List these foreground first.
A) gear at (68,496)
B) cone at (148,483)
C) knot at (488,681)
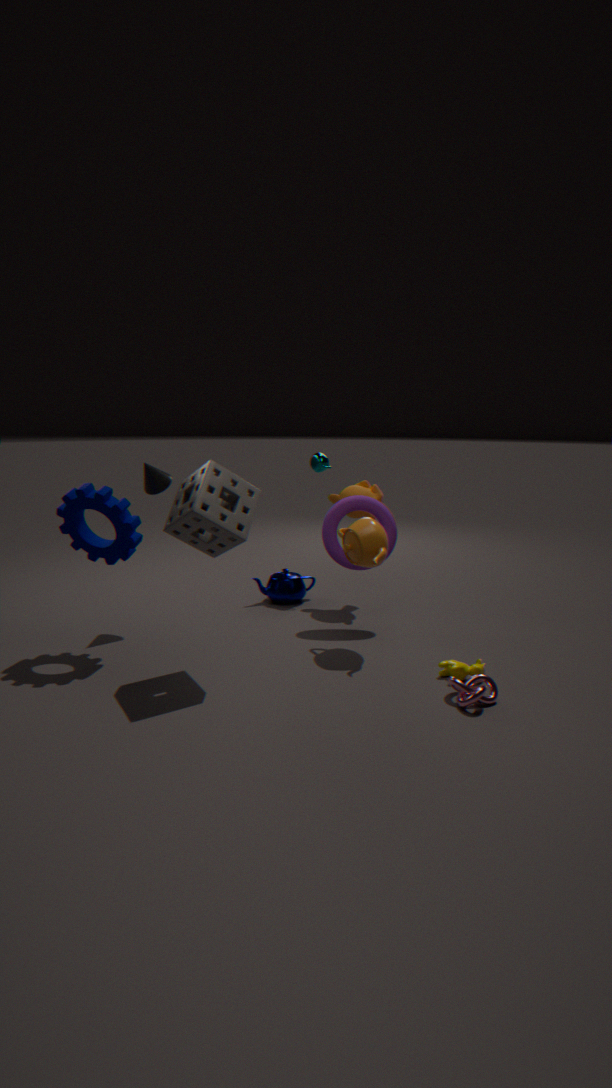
1. knot at (488,681)
2. gear at (68,496)
3. cone at (148,483)
